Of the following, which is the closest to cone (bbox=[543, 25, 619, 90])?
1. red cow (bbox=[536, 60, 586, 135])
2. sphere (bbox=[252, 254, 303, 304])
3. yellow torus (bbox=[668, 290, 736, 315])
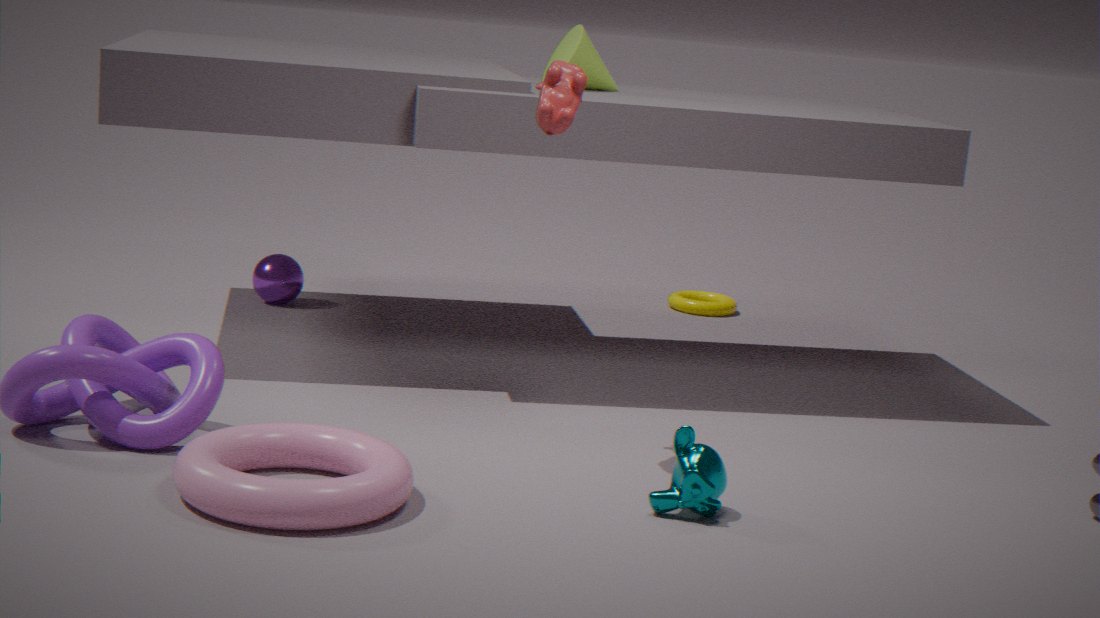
red cow (bbox=[536, 60, 586, 135])
